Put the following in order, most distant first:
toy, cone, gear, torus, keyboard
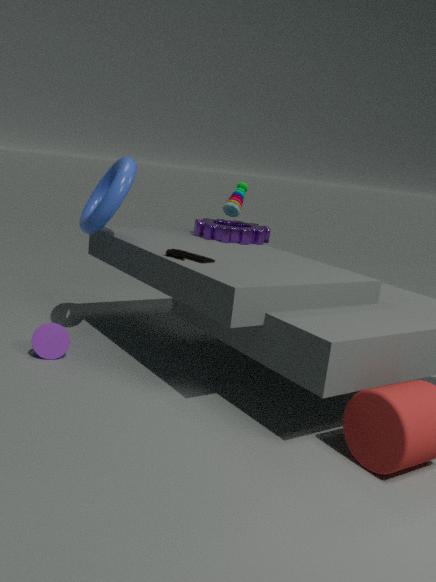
1. toy
2. gear
3. cone
4. torus
5. keyboard
